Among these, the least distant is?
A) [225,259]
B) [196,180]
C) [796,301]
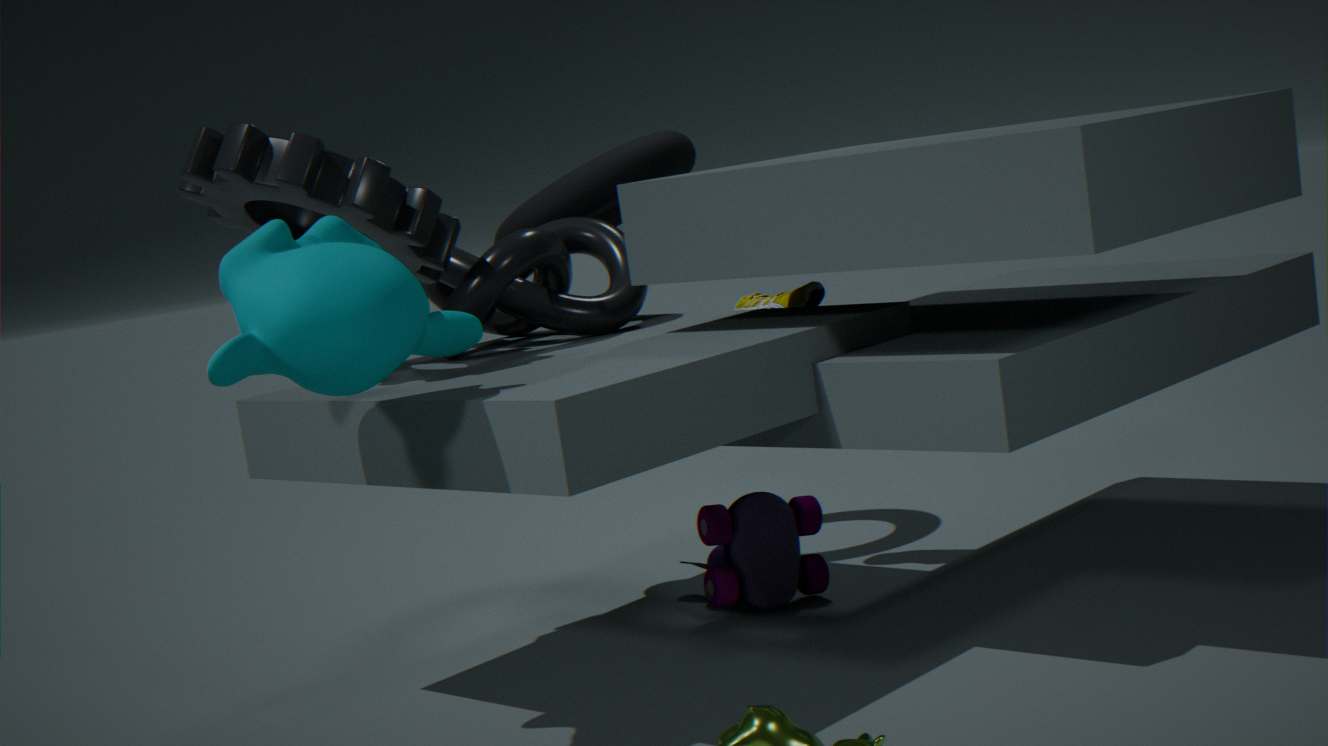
[225,259]
